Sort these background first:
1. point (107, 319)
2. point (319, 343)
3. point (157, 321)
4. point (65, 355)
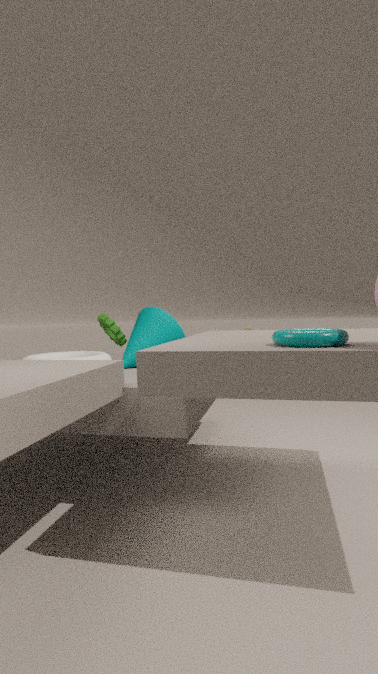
1. point (107, 319)
2. point (157, 321)
3. point (65, 355)
4. point (319, 343)
